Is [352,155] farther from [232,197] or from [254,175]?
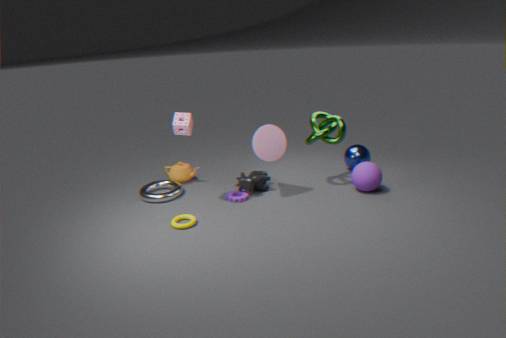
[232,197]
